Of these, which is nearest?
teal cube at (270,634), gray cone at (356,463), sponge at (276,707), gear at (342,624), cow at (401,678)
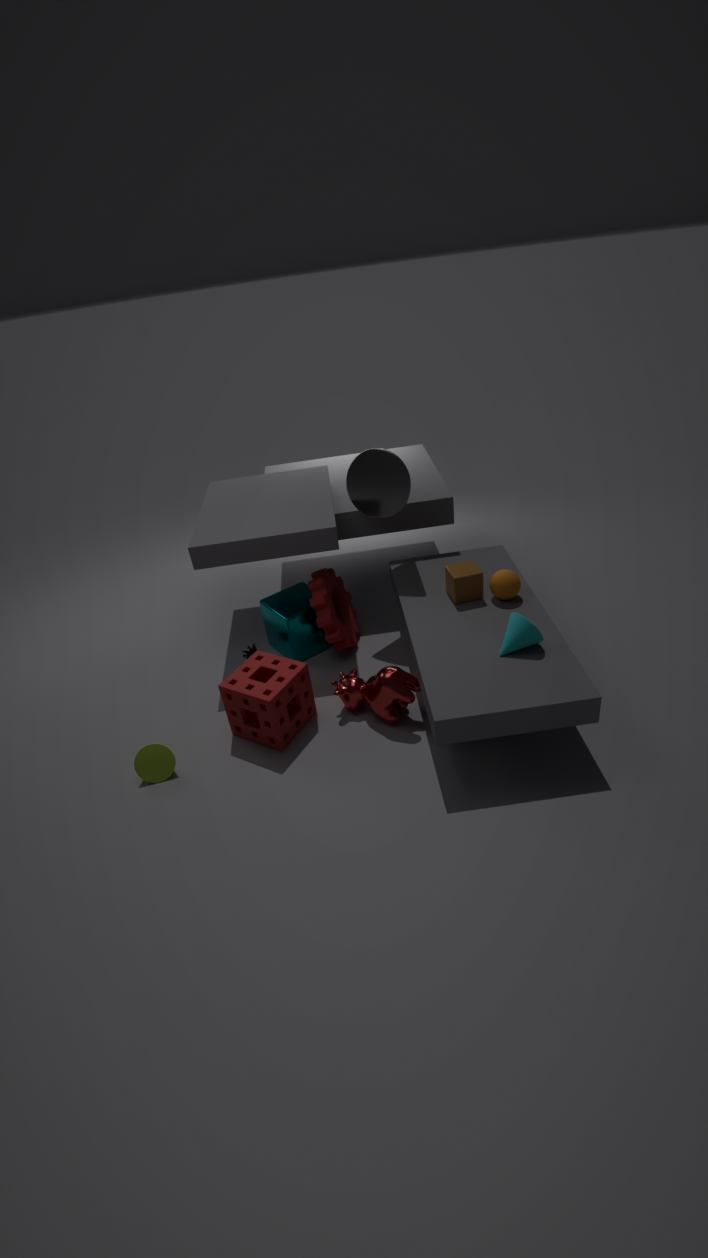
sponge at (276,707)
